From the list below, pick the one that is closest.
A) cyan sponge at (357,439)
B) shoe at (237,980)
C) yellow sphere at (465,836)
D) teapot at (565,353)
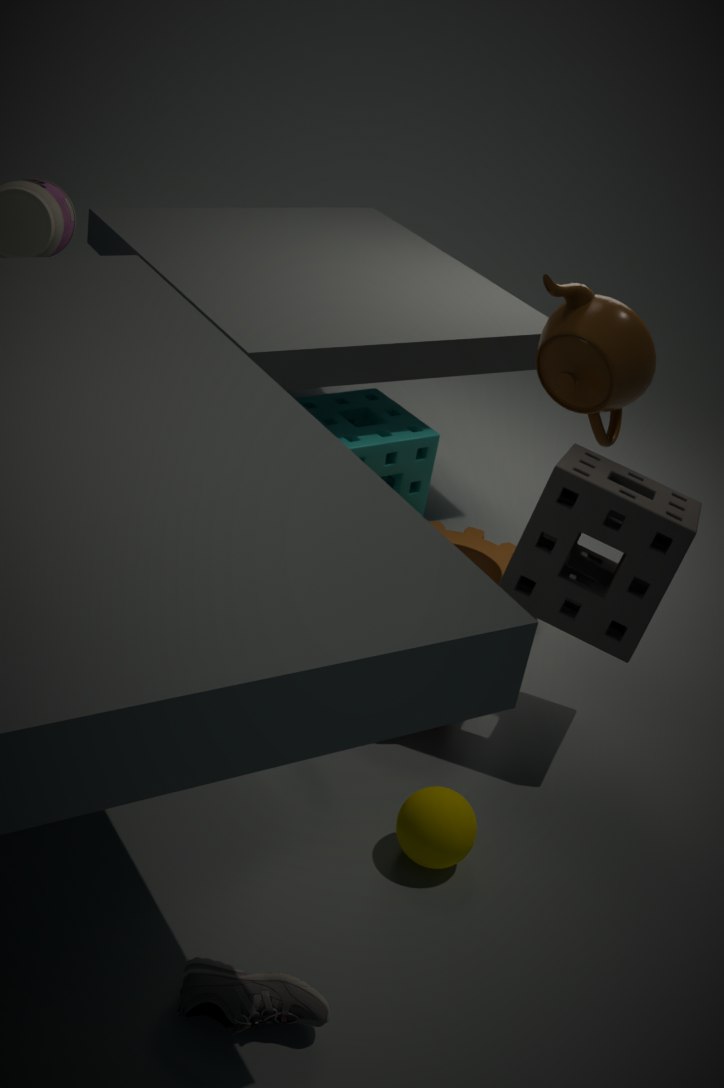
shoe at (237,980)
